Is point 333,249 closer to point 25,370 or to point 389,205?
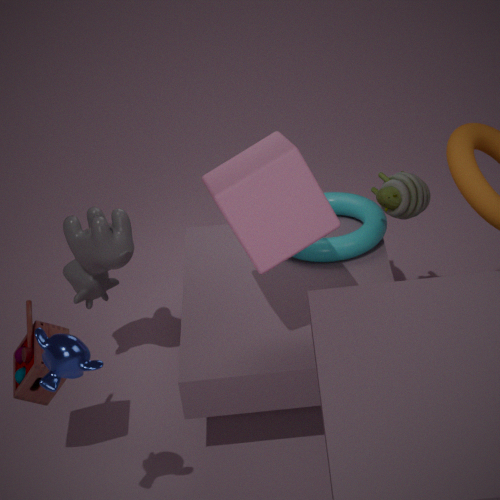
point 389,205
